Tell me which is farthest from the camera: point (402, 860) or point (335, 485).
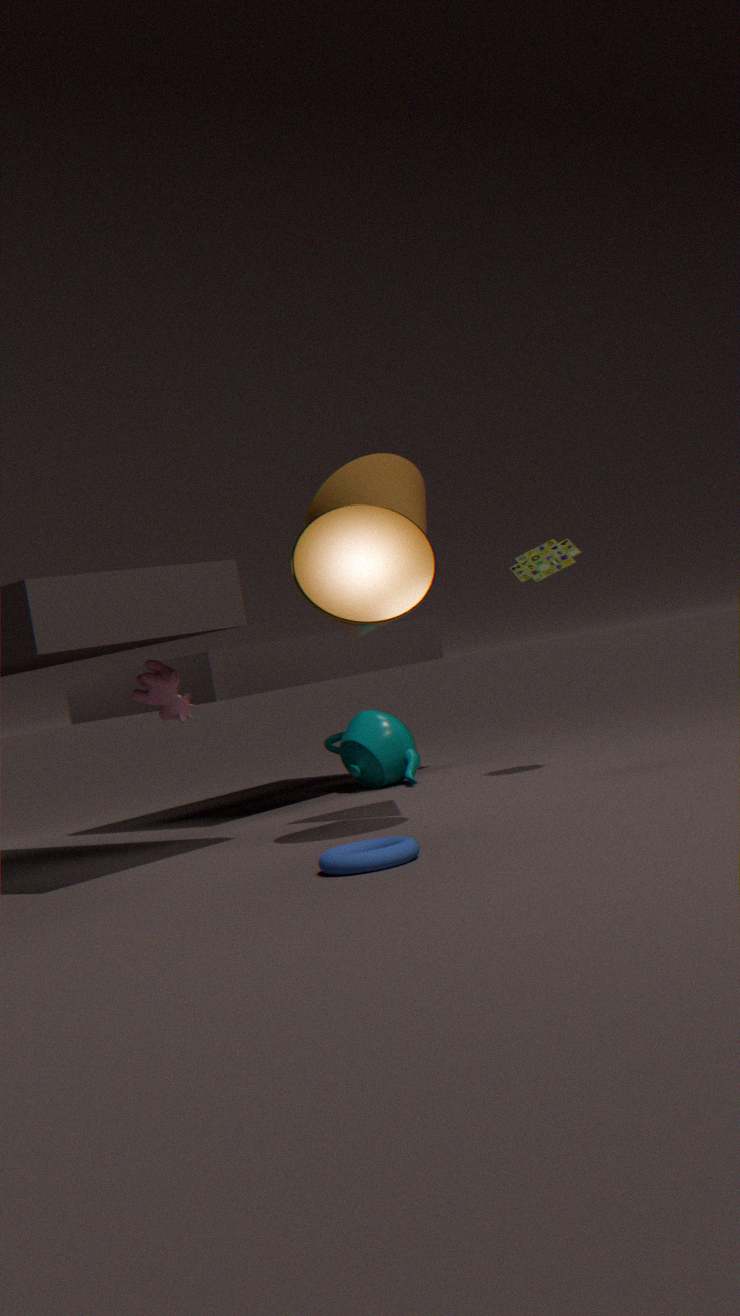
point (335, 485)
